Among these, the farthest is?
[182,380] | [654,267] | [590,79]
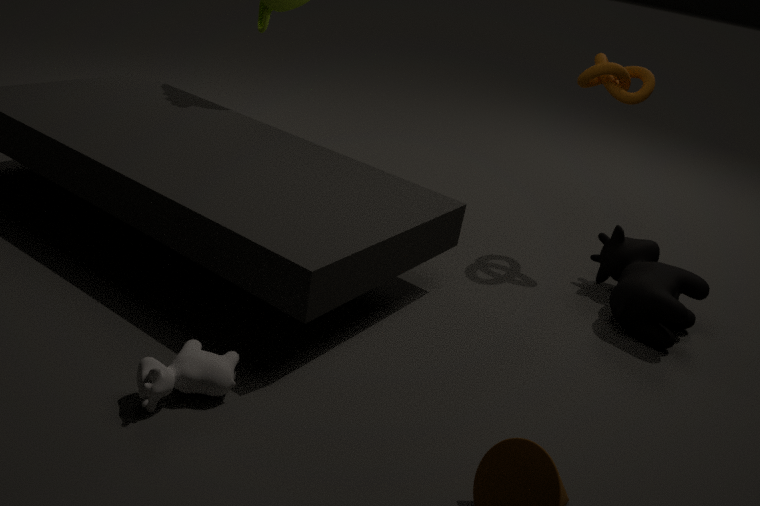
[590,79]
